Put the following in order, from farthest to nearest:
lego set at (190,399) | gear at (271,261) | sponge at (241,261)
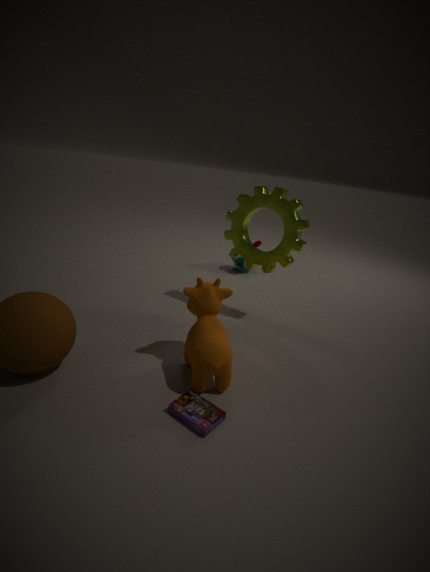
1. sponge at (241,261)
2. gear at (271,261)
3. lego set at (190,399)
